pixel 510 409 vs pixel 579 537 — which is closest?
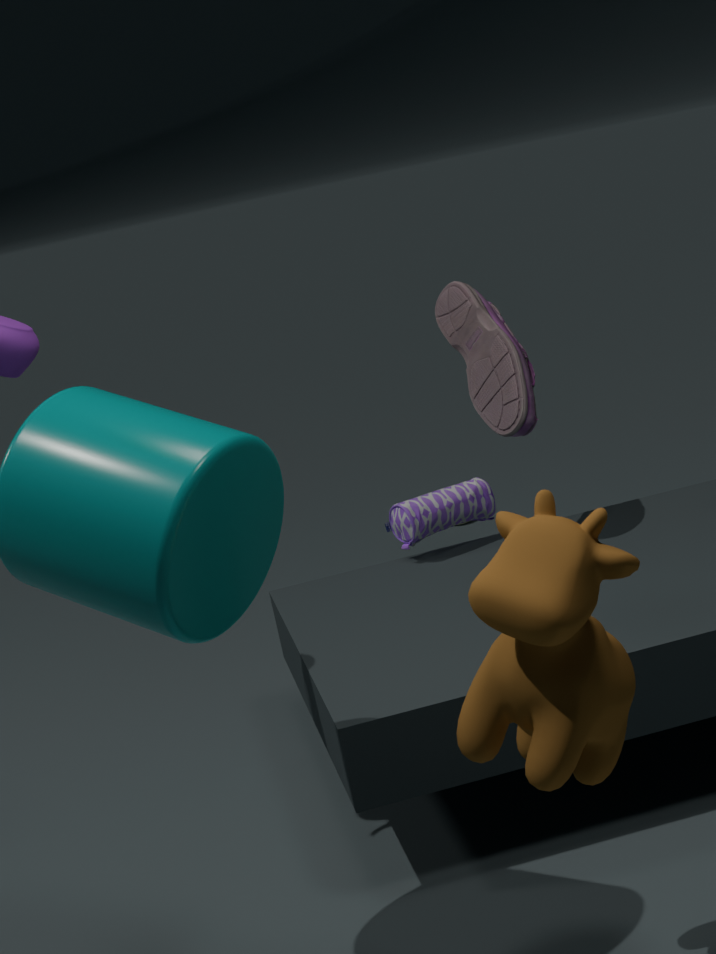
pixel 579 537
